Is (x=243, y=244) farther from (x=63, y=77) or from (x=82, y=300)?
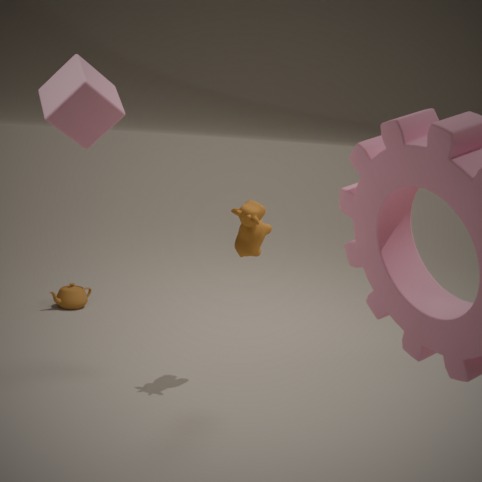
(x=82, y=300)
